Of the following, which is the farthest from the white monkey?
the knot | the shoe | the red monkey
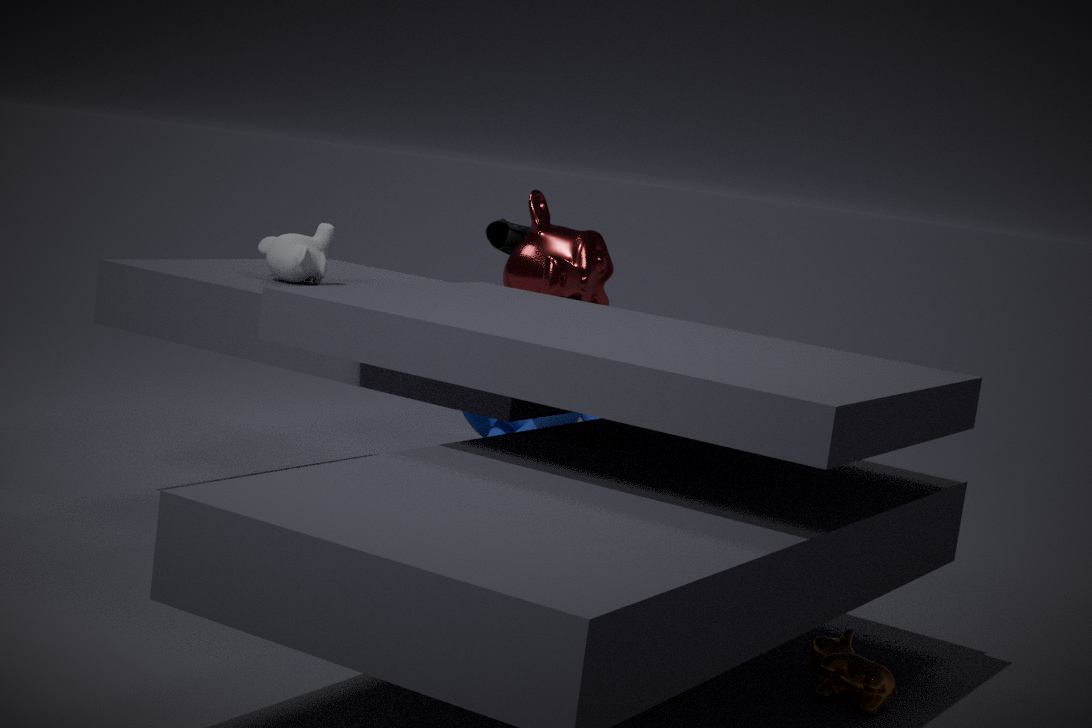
the knot
